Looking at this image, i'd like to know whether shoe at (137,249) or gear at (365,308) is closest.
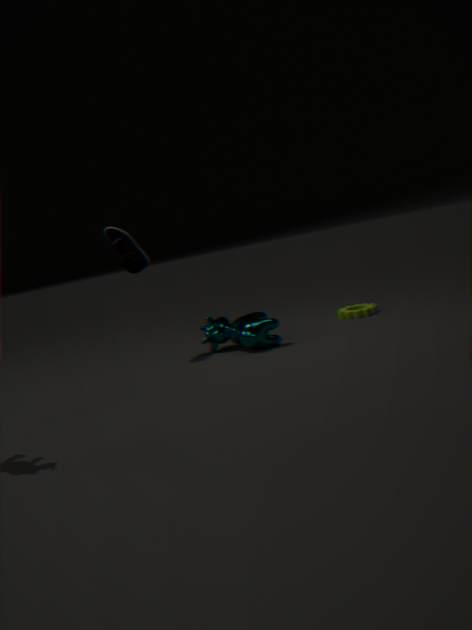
shoe at (137,249)
